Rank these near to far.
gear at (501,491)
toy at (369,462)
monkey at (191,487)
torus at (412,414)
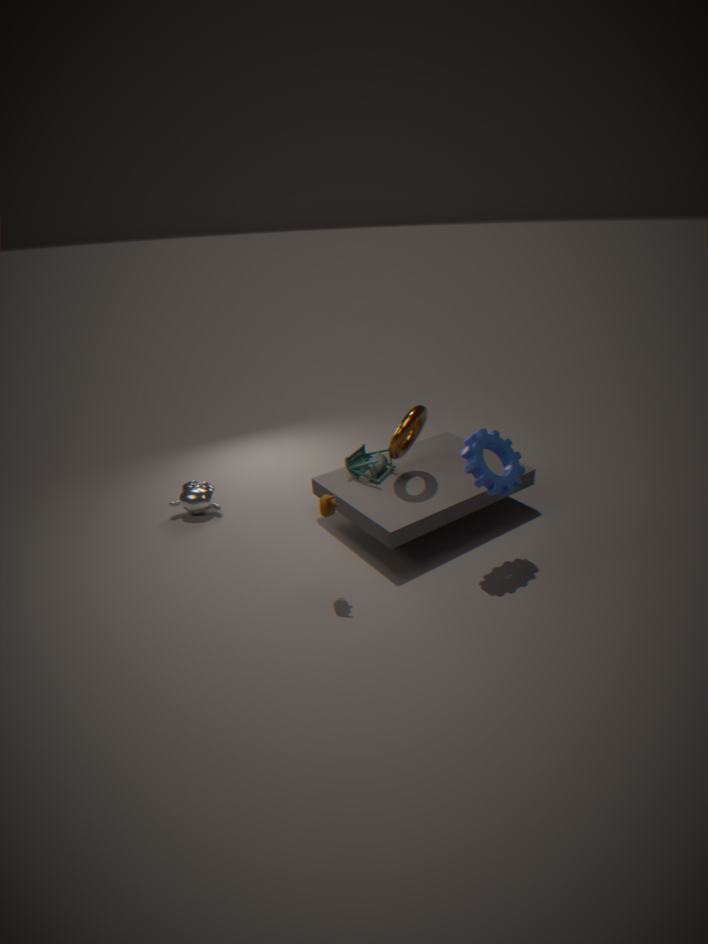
1. gear at (501,491)
2. torus at (412,414)
3. toy at (369,462)
4. monkey at (191,487)
